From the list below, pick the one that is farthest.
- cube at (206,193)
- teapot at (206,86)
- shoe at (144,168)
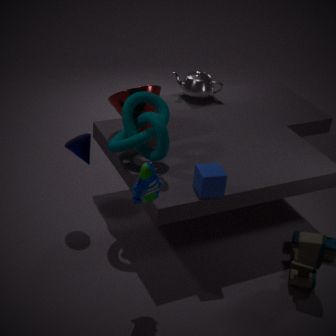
teapot at (206,86)
